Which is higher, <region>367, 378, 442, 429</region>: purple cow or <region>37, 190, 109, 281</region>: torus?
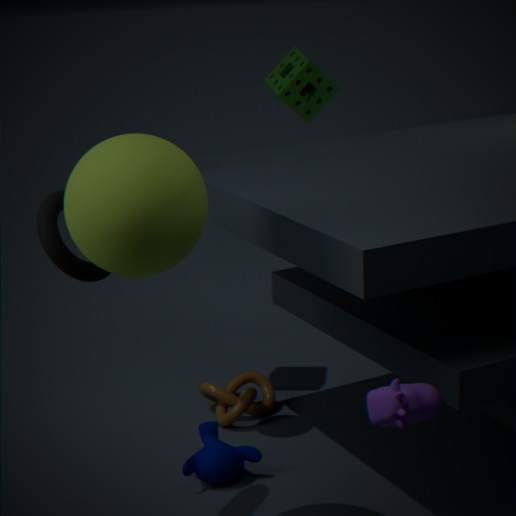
<region>37, 190, 109, 281</region>: torus
